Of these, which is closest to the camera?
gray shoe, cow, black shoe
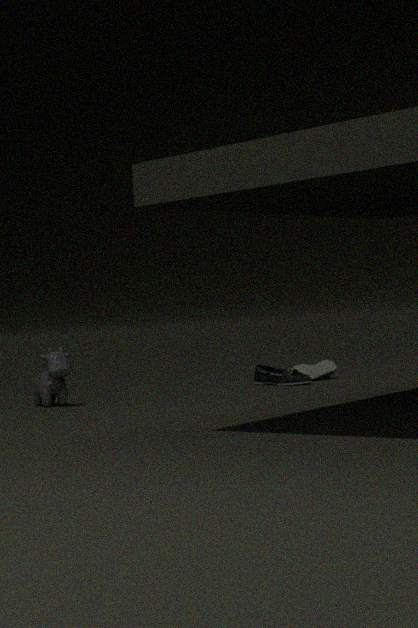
cow
